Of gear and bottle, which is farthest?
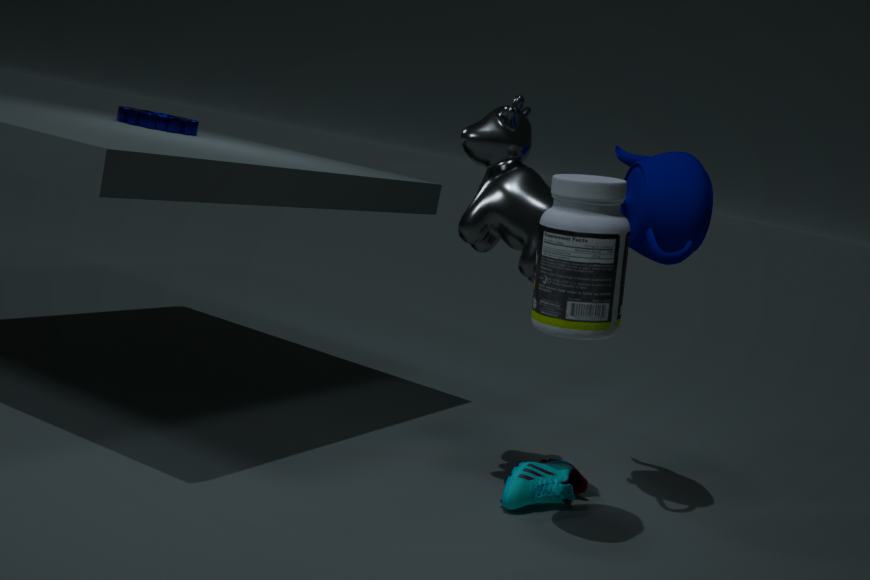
gear
